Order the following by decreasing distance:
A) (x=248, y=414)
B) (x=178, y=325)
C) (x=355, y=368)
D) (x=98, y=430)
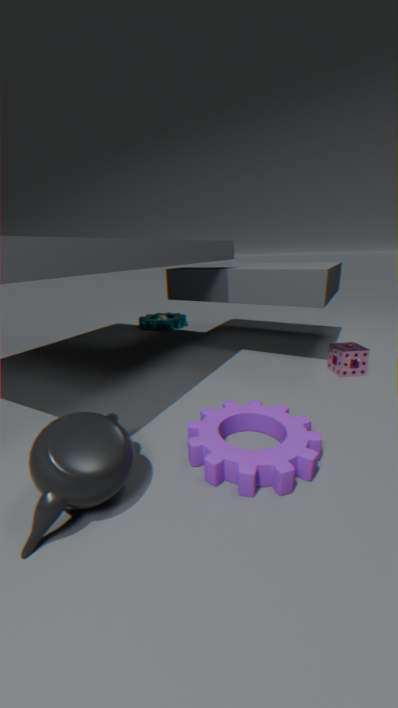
1. (x=178, y=325)
2. (x=355, y=368)
3. (x=248, y=414)
4. (x=98, y=430)
